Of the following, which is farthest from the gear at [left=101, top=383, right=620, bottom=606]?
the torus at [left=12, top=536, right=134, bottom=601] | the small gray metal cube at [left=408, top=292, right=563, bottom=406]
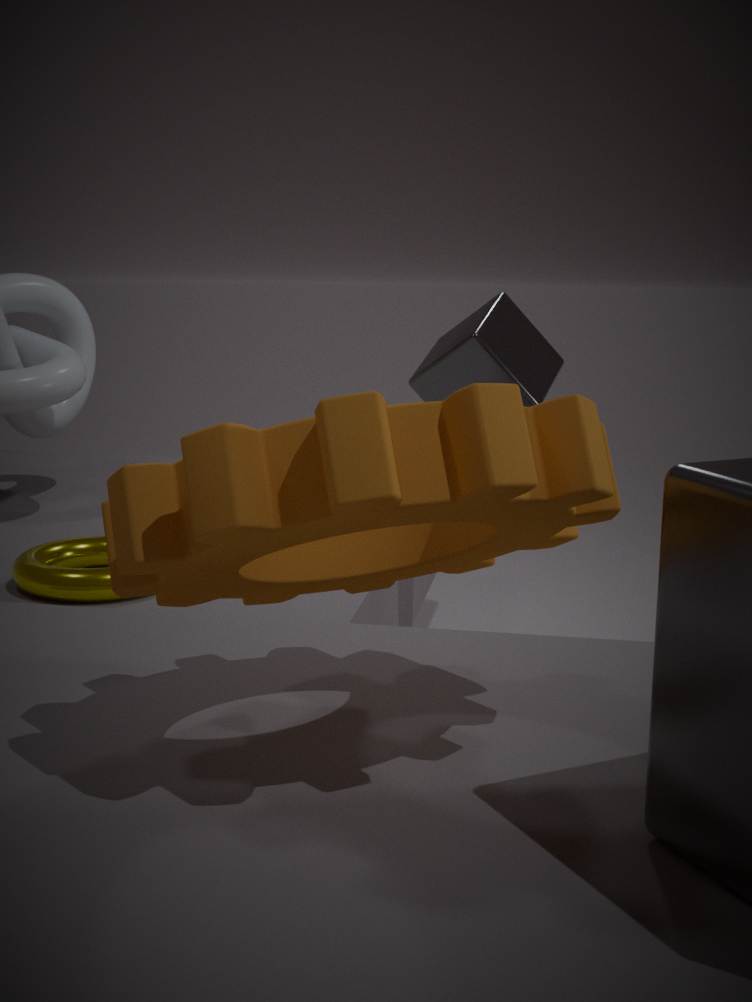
the small gray metal cube at [left=408, top=292, right=563, bottom=406]
